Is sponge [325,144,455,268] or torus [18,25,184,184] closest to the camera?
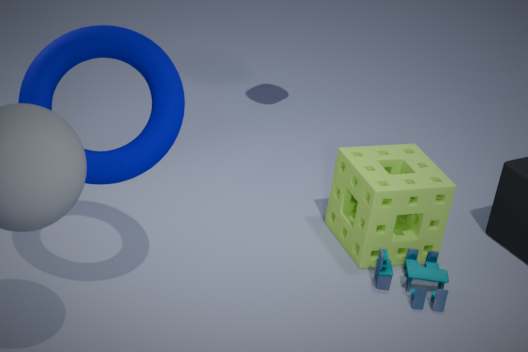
torus [18,25,184,184]
